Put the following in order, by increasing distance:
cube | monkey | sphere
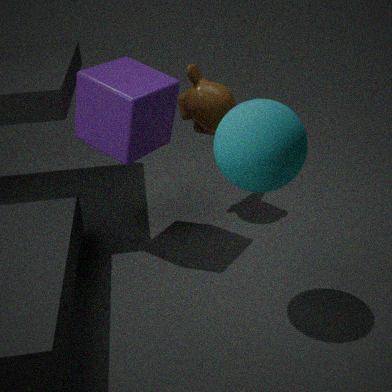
sphere
cube
monkey
